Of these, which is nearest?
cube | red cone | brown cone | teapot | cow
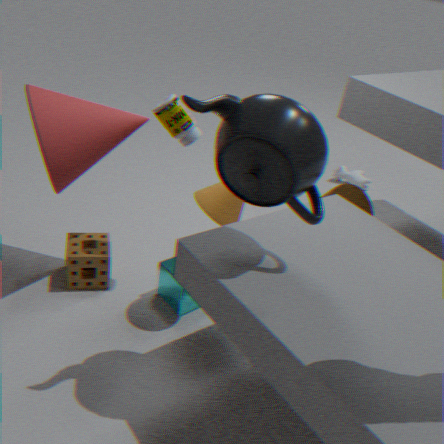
teapot
